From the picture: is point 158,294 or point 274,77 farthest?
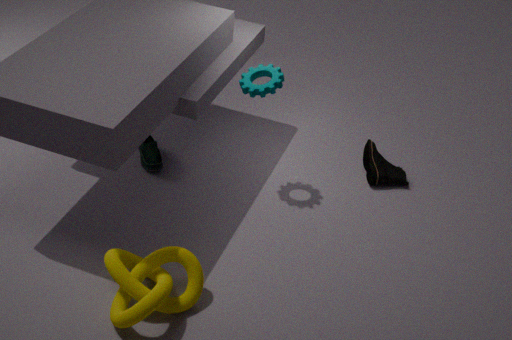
point 274,77
